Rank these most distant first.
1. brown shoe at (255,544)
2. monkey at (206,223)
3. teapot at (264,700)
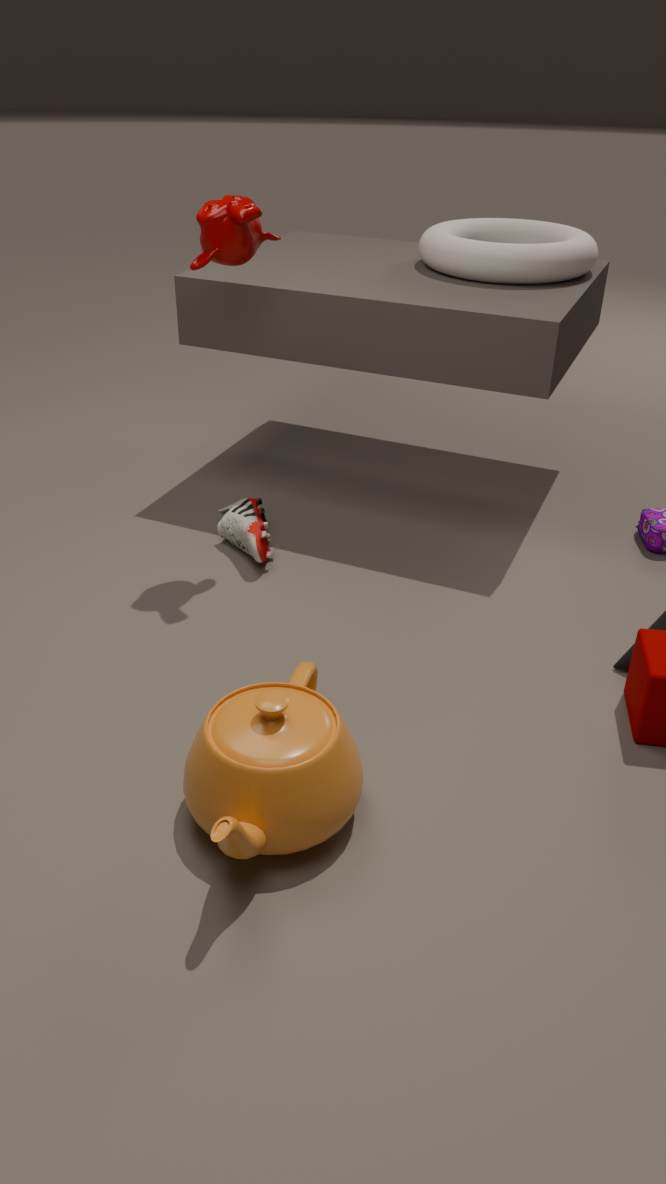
brown shoe at (255,544) < monkey at (206,223) < teapot at (264,700)
